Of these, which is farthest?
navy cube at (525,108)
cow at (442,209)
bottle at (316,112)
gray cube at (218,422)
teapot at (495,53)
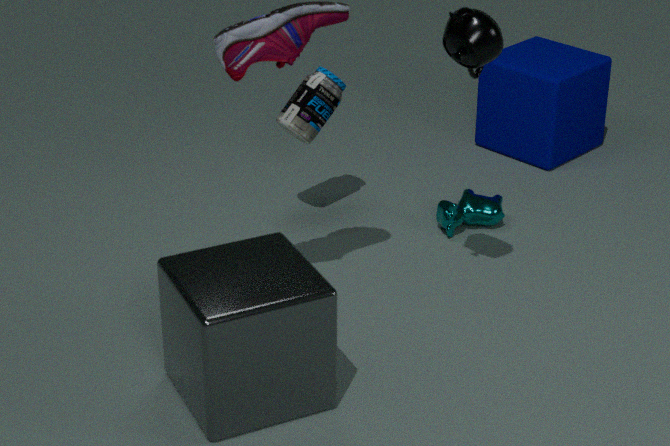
navy cube at (525,108)
